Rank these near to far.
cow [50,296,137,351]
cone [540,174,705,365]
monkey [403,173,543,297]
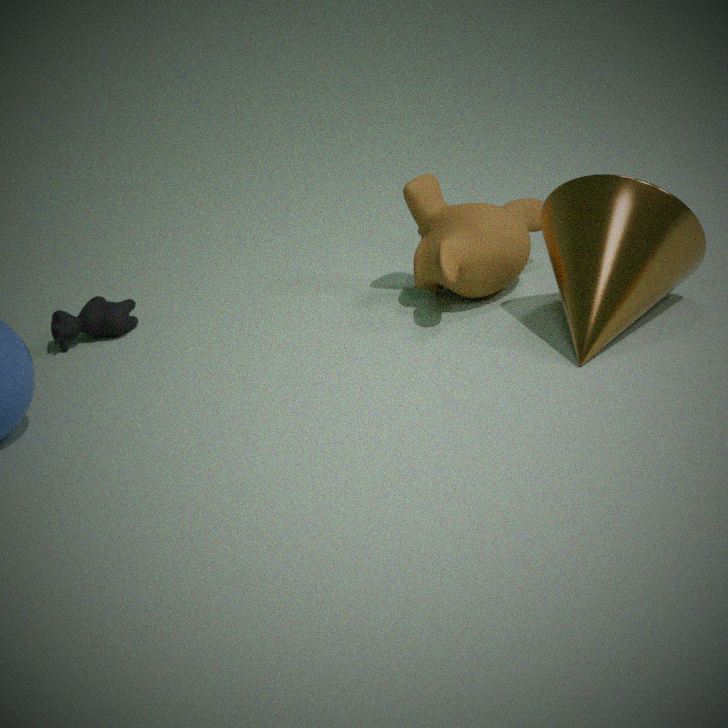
cone [540,174,705,365] → monkey [403,173,543,297] → cow [50,296,137,351]
